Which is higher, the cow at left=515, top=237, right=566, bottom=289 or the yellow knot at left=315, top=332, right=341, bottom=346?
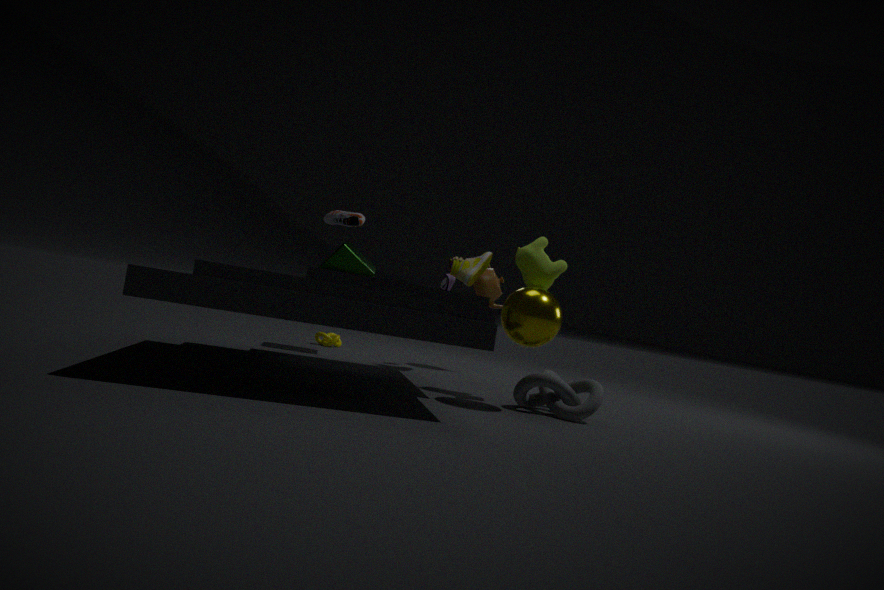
the cow at left=515, top=237, right=566, bottom=289
